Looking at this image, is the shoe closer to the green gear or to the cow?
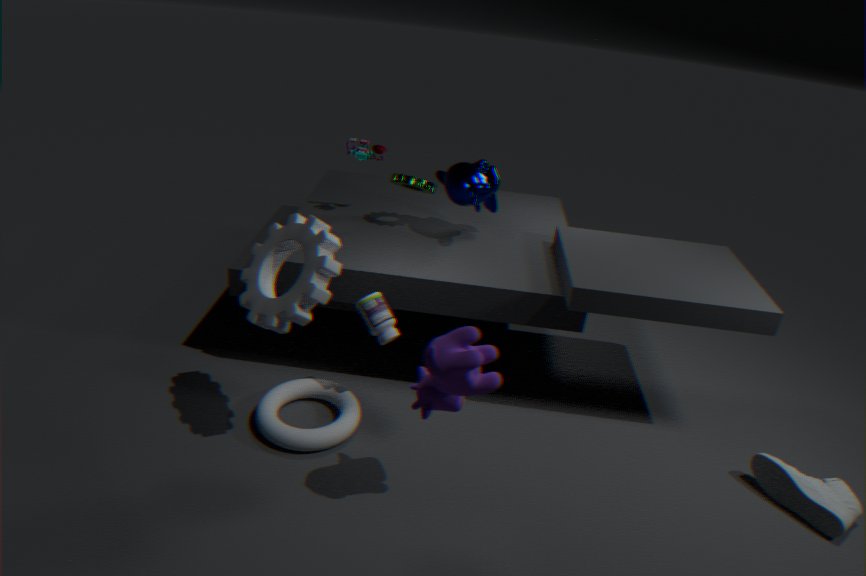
the cow
